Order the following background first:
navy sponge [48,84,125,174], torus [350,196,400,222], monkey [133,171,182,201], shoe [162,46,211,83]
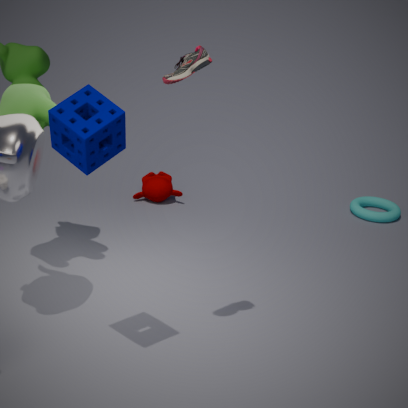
torus [350,196,400,222] < monkey [133,171,182,201] < shoe [162,46,211,83] < navy sponge [48,84,125,174]
